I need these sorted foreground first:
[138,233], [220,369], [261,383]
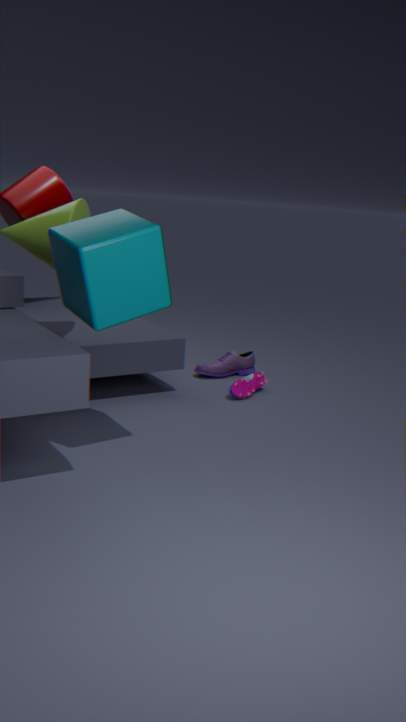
[138,233], [261,383], [220,369]
